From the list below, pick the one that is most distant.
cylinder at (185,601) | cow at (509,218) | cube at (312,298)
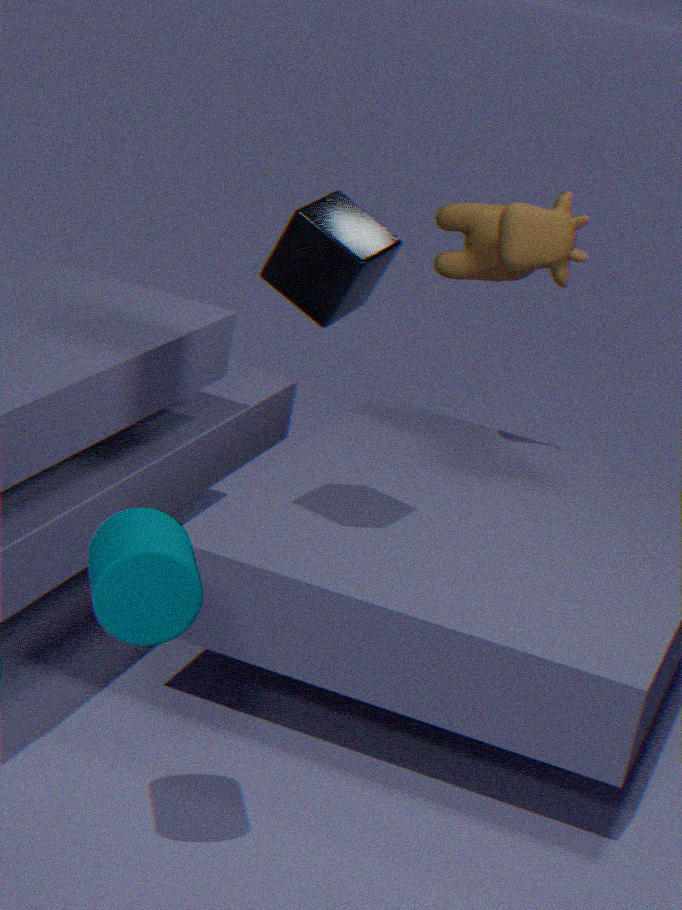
cow at (509,218)
